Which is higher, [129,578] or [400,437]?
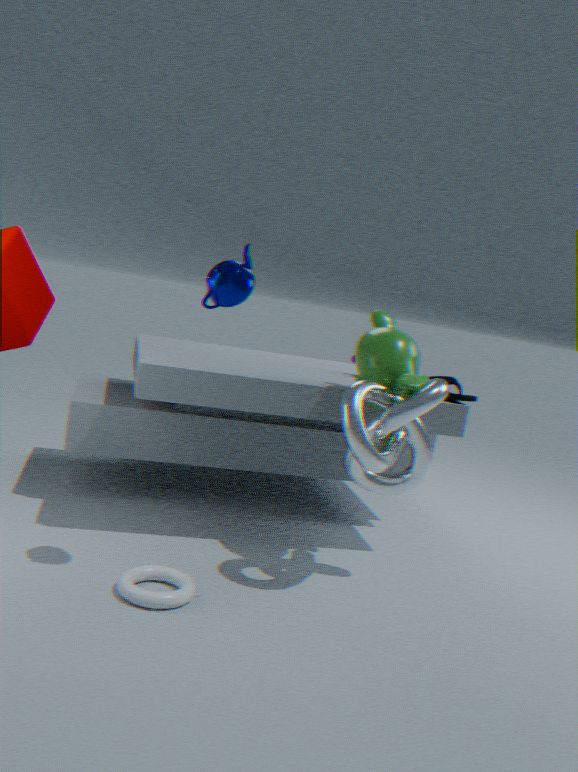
[400,437]
